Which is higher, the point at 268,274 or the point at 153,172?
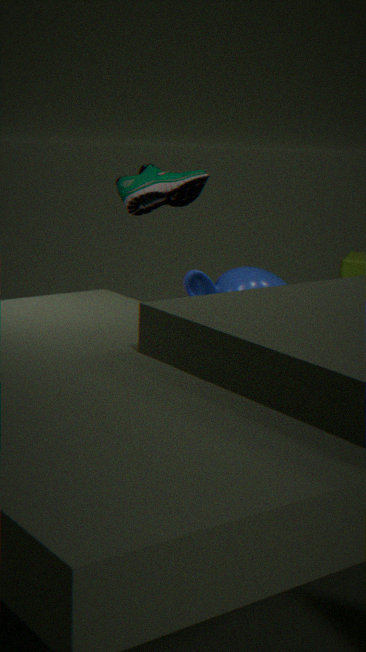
the point at 153,172
